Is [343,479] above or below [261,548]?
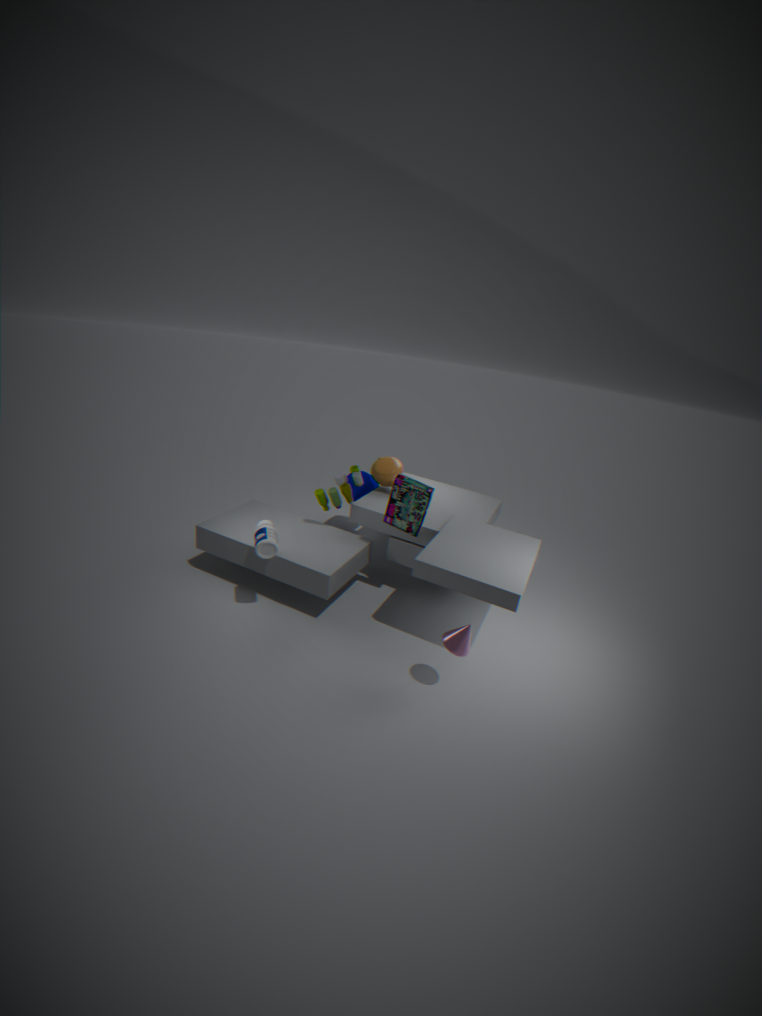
above
